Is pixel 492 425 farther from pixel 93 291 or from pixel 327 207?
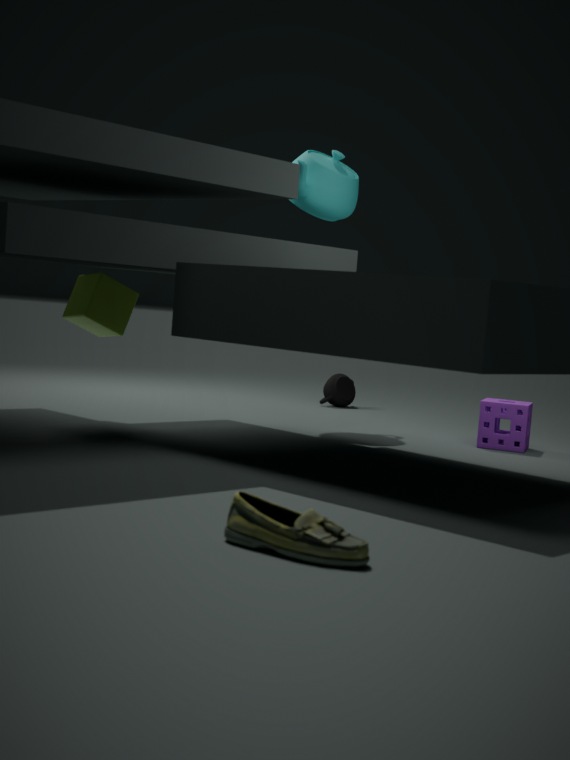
pixel 93 291
